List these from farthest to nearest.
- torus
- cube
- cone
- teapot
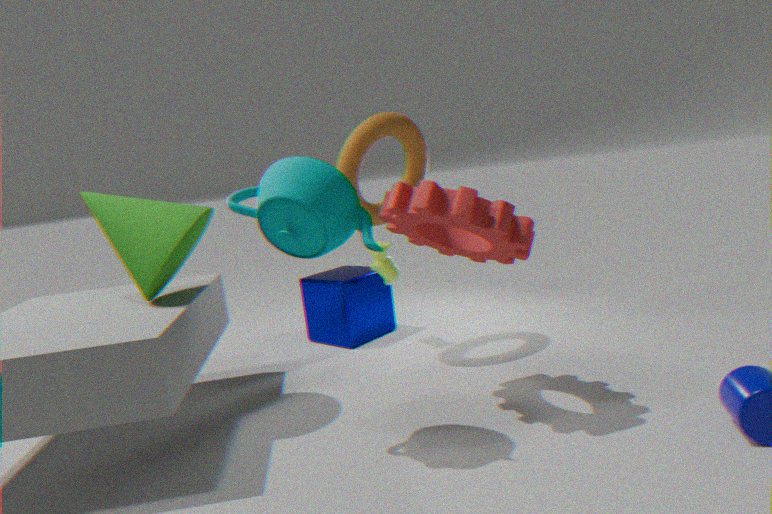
cube
torus
cone
teapot
